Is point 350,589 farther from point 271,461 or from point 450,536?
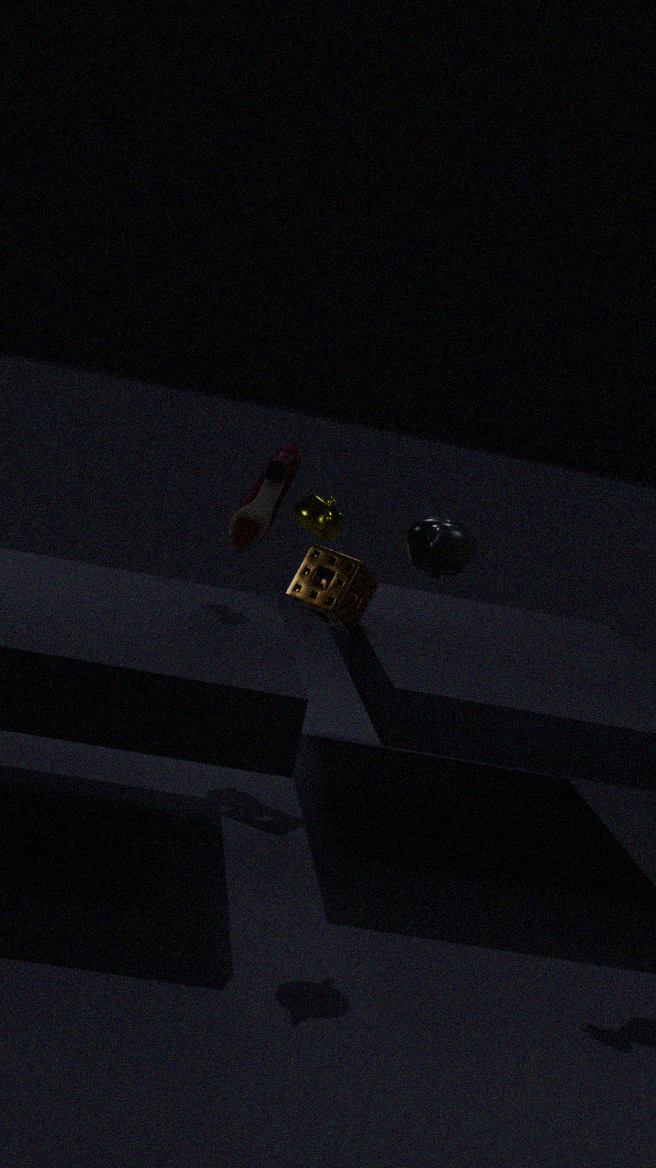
point 450,536
